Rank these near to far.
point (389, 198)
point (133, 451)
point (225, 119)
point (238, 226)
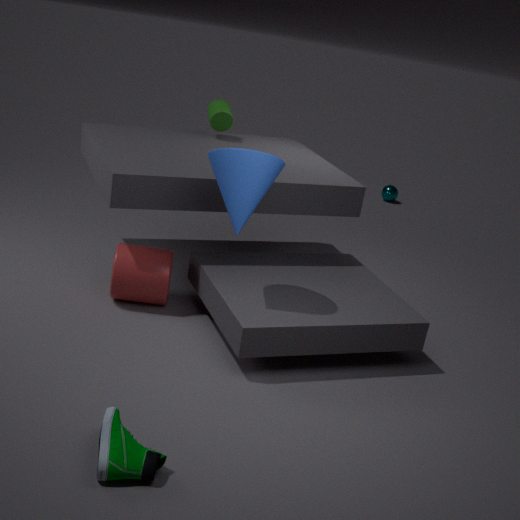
point (133, 451) < point (238, 226) < point (225, 119) < point (389, 198)
